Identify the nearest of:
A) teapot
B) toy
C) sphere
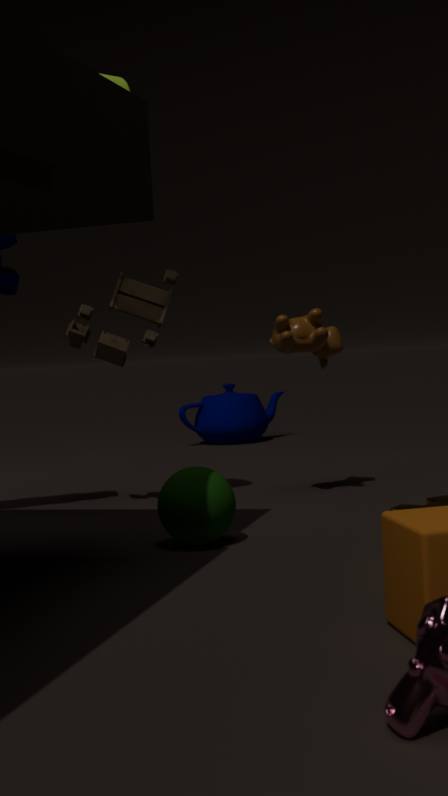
sphere
